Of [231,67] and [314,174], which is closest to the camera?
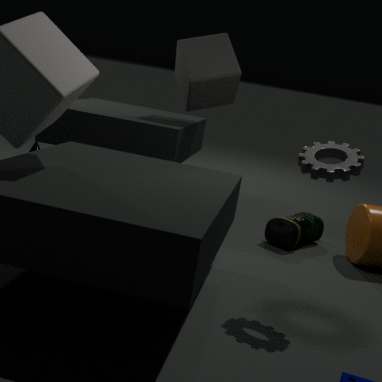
[314,174]
